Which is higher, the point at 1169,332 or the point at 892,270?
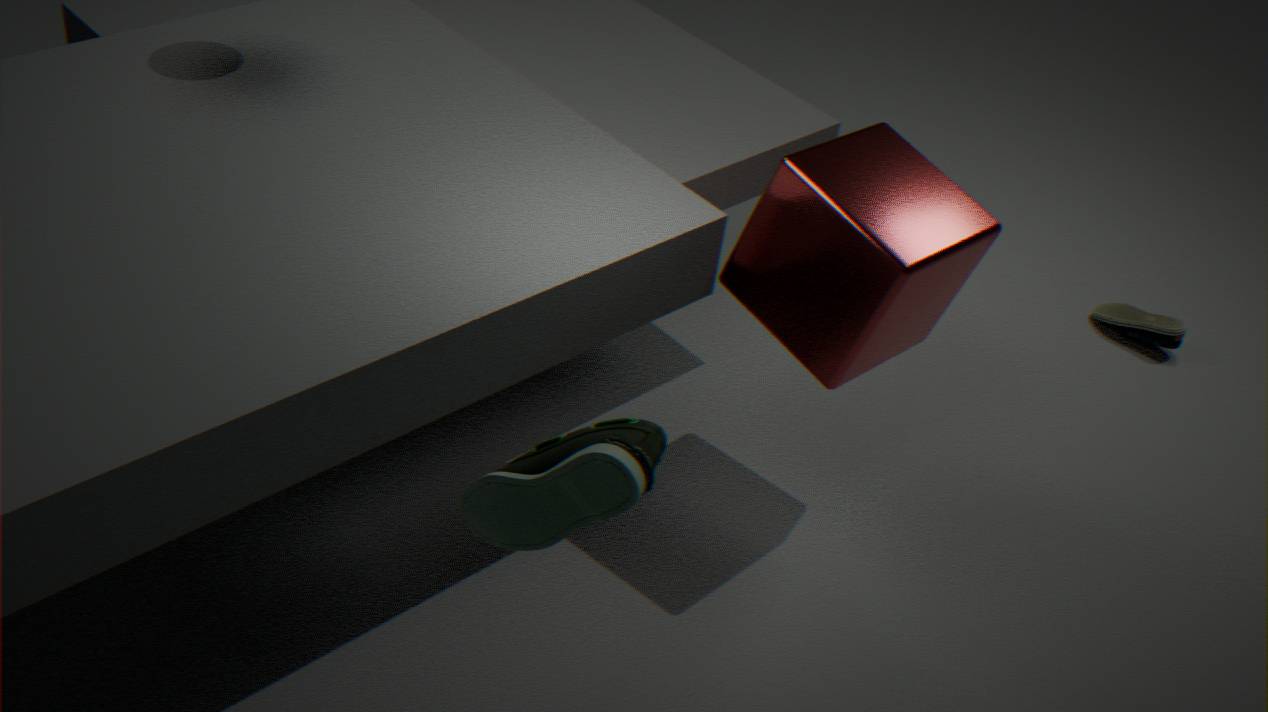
the point at 892,270
